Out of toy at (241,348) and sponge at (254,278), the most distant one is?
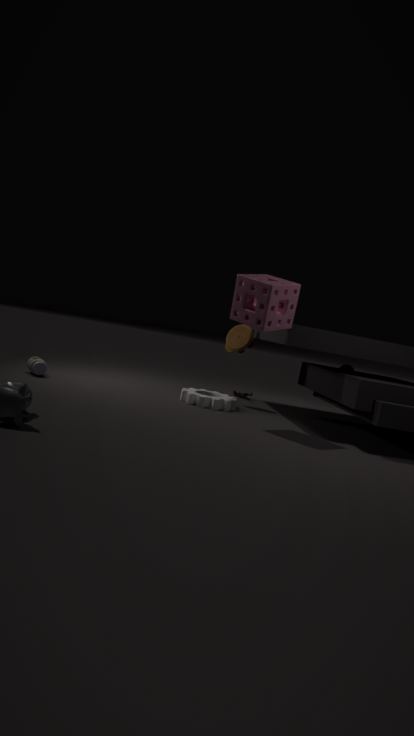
toy at (241,348)
